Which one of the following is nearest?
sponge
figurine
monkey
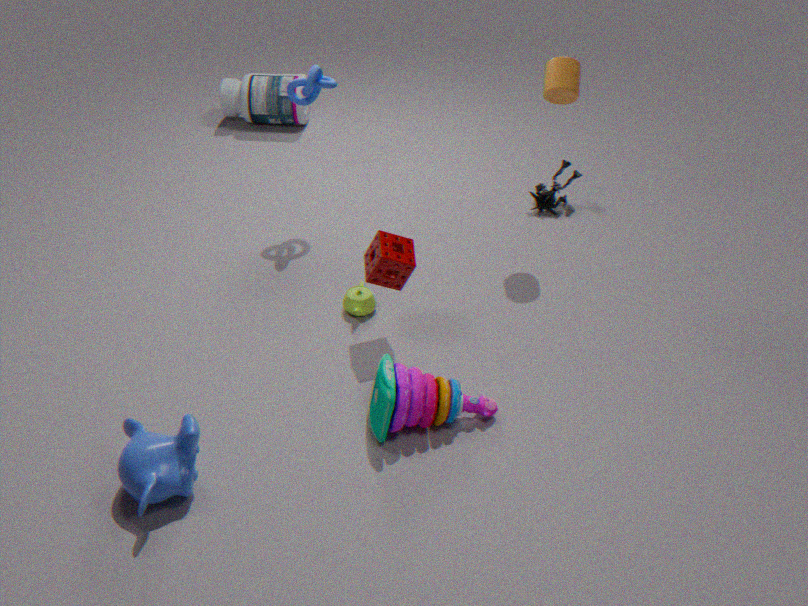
monkey
